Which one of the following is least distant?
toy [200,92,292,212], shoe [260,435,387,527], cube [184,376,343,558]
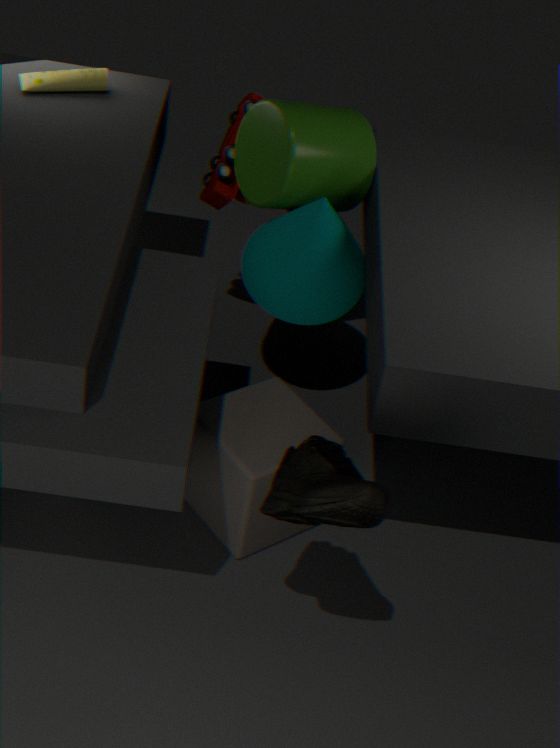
shoe [260,435,387,527]
